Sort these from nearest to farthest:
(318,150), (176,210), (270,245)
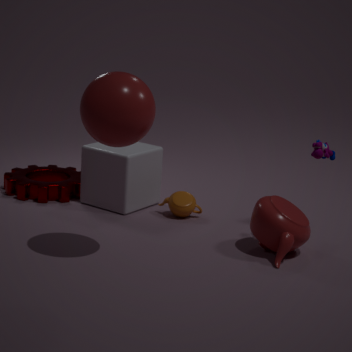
(270,245), (318,150), (176,210)
